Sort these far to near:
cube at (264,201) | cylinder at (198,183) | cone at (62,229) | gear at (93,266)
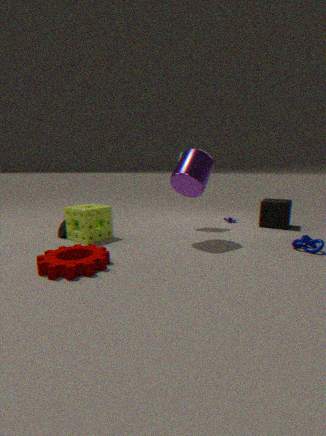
cube at (264,201)
cone at (62,229)
cylinder at (198,183)
gear at (93,266)
